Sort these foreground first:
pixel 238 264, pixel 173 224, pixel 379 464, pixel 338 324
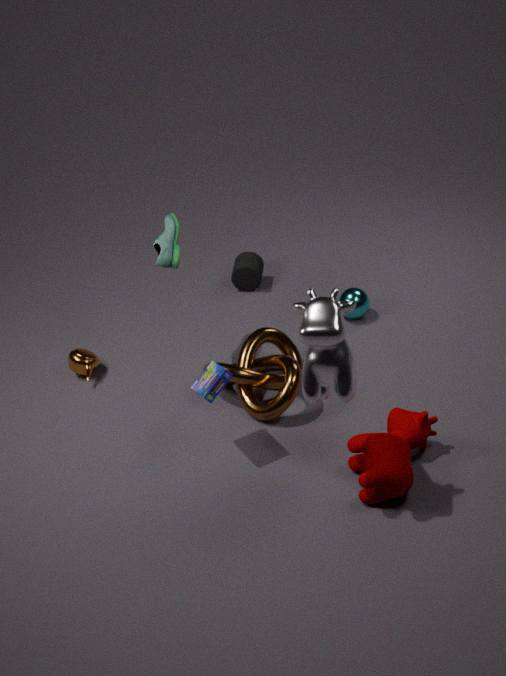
pixel 338 324, pixel 379 464, pixel 173 224, pixel 238 264
